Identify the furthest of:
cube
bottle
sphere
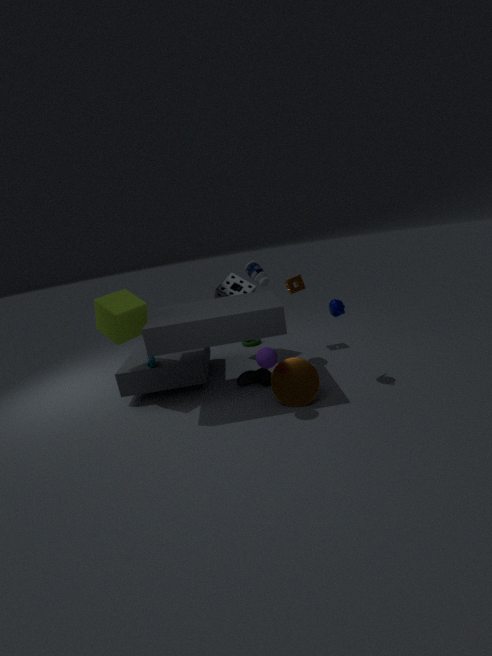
bottle
